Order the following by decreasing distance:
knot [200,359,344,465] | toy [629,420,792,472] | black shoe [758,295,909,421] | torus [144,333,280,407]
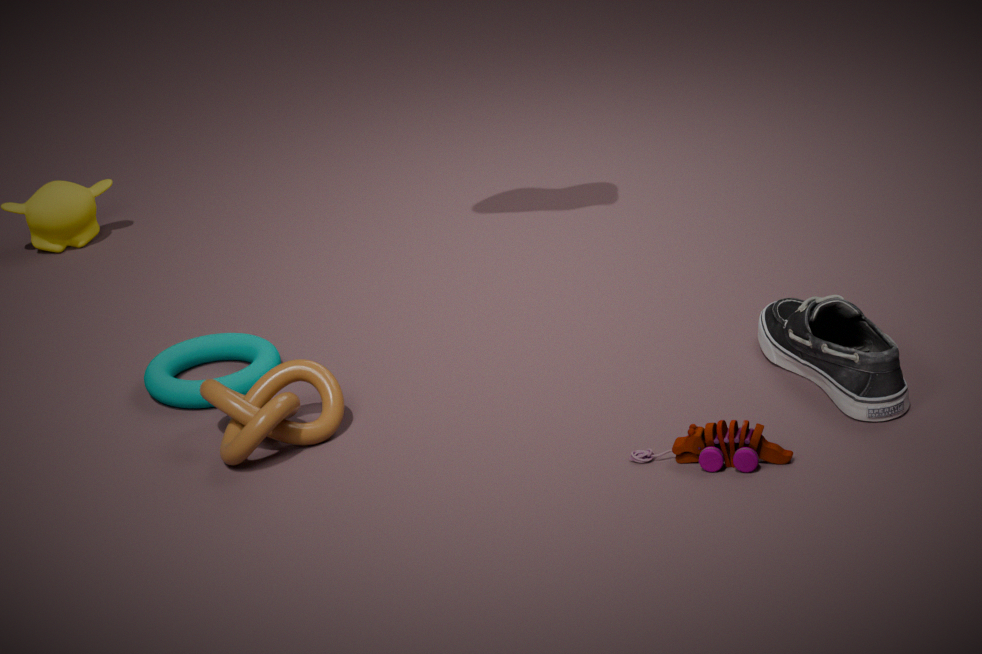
torus [144,333,280,407]
knot [200,359,344,465]
black shoe [758,295,909,421]
toy [629,420,792,472]
